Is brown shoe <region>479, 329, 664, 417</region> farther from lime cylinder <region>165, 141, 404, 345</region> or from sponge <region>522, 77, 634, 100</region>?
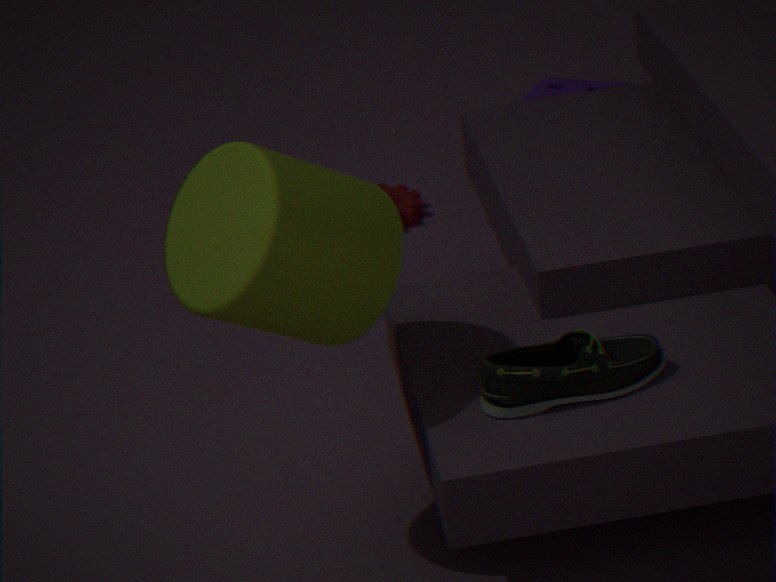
sponge <region>522, 77, 634, 100</region>
